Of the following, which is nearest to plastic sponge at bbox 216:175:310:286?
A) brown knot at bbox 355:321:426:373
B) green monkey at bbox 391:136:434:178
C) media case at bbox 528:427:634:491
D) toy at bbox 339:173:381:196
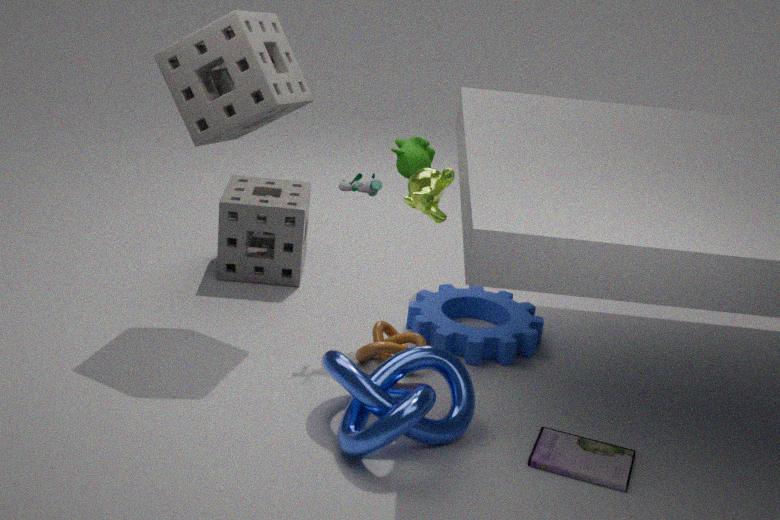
toy at bbox 339:173:381:196
